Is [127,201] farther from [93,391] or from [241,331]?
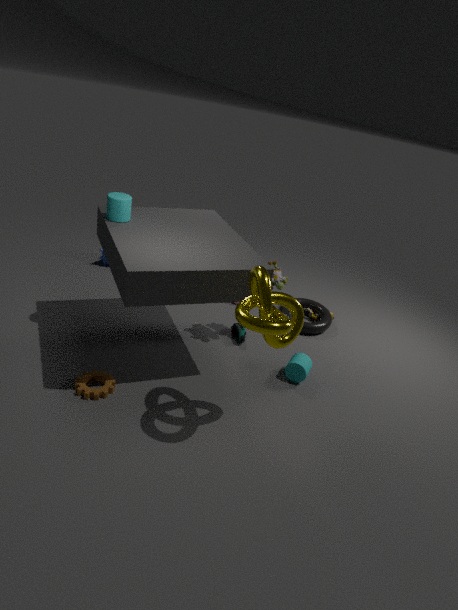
[241,331]
